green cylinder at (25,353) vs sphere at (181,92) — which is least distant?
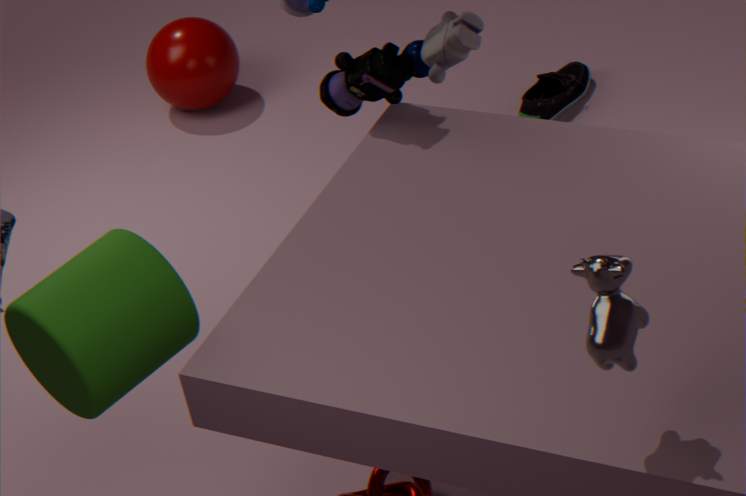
green cylinder at (25,353)
